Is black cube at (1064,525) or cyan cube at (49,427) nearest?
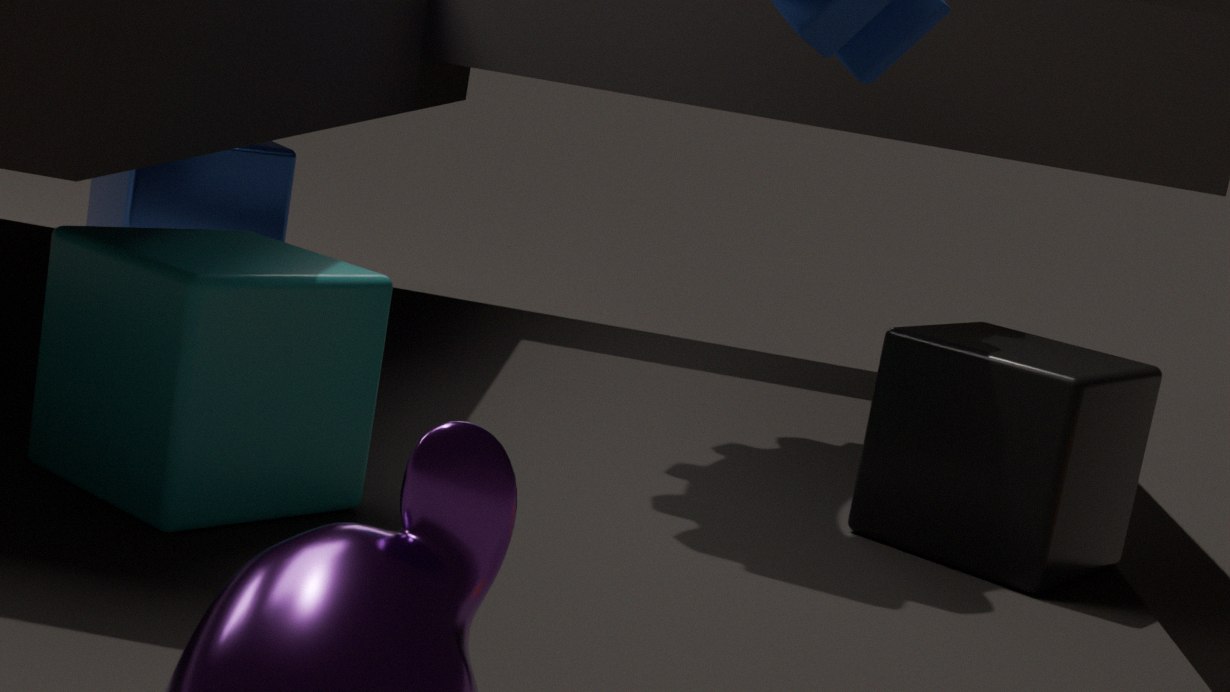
cyan cube at (49,427)
